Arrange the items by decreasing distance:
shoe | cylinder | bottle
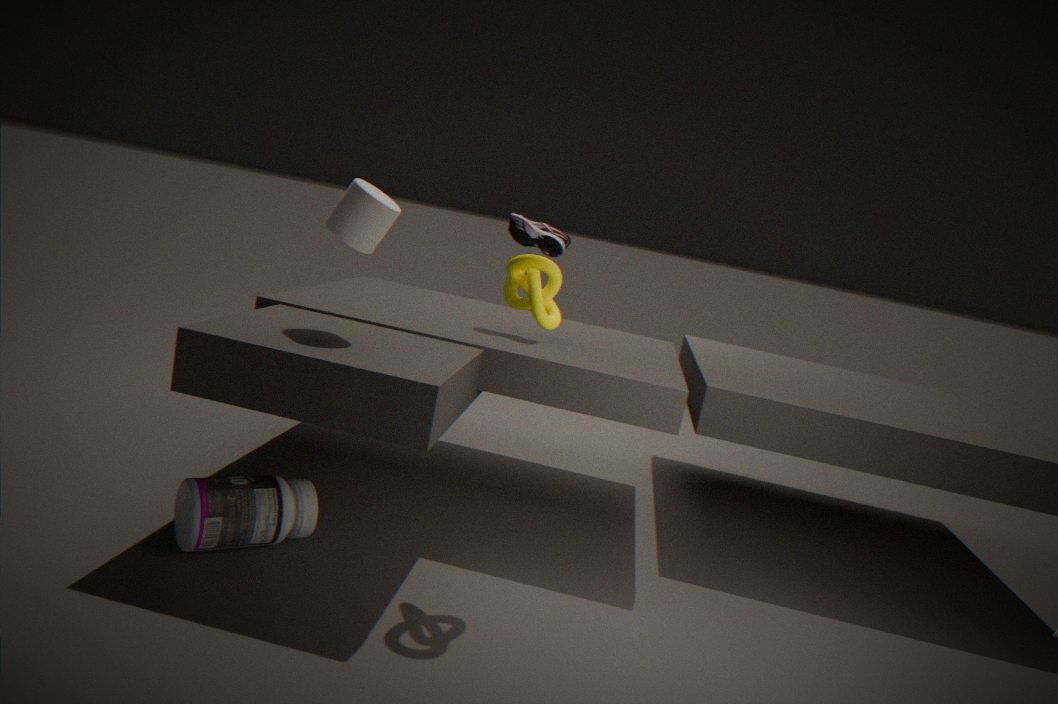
1. shoe
2. cylinder
3. bottle
